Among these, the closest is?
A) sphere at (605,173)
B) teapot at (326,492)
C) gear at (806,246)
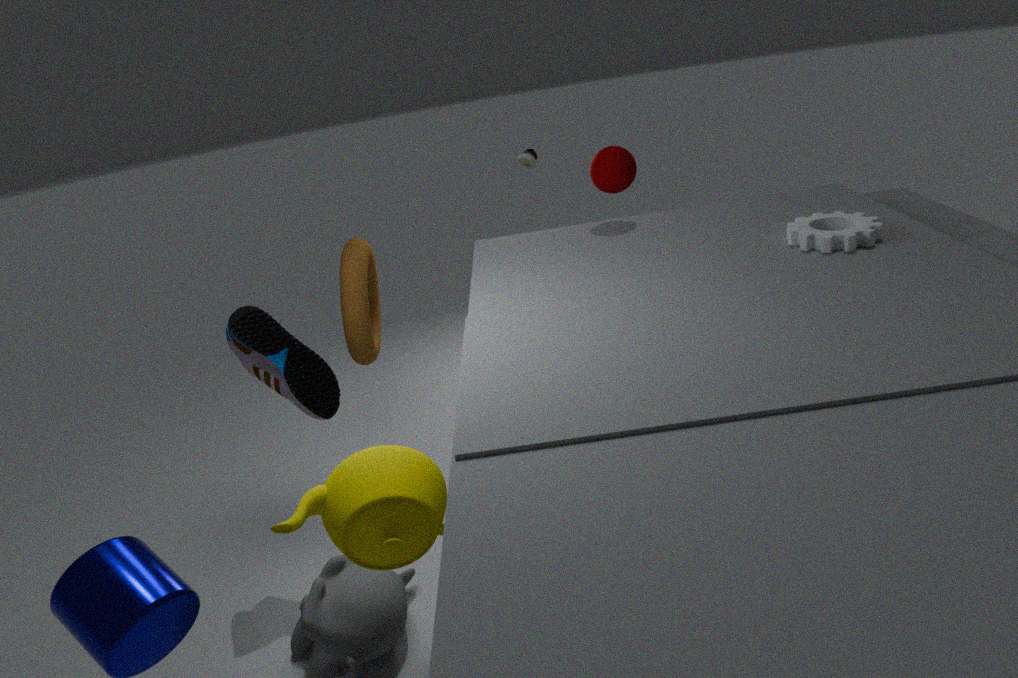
B. teapot at (326,492)
